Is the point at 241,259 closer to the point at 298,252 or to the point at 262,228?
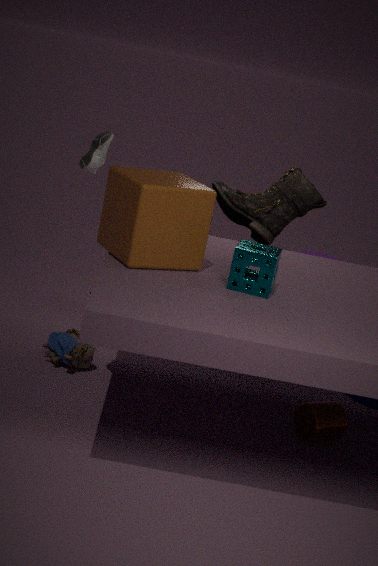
the point at 262,228
